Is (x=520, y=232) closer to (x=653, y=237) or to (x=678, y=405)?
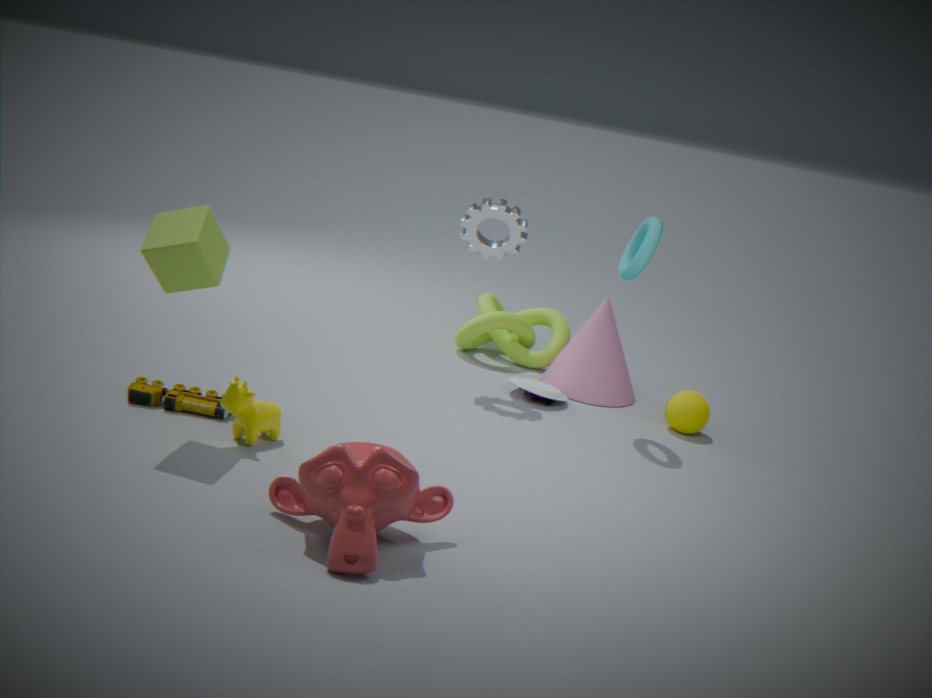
(x=653, y=237)
